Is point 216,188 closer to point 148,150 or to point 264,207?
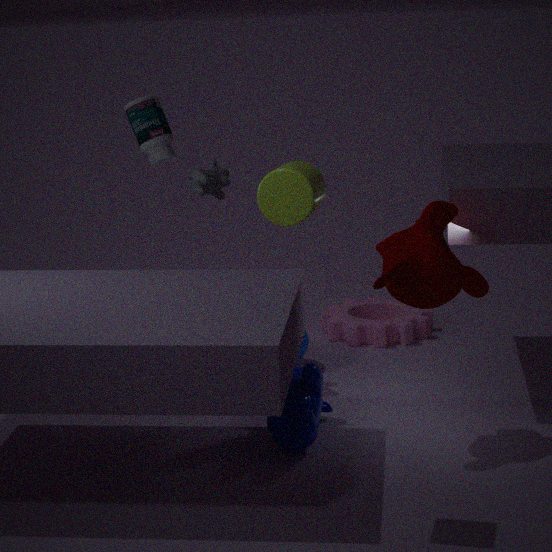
point 148,150
